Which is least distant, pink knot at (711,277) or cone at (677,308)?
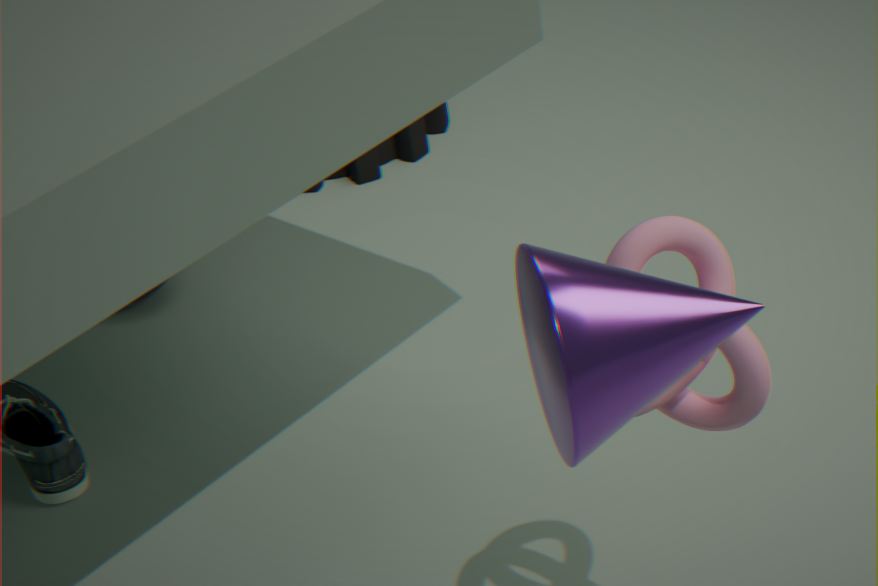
cone at (677,308)
